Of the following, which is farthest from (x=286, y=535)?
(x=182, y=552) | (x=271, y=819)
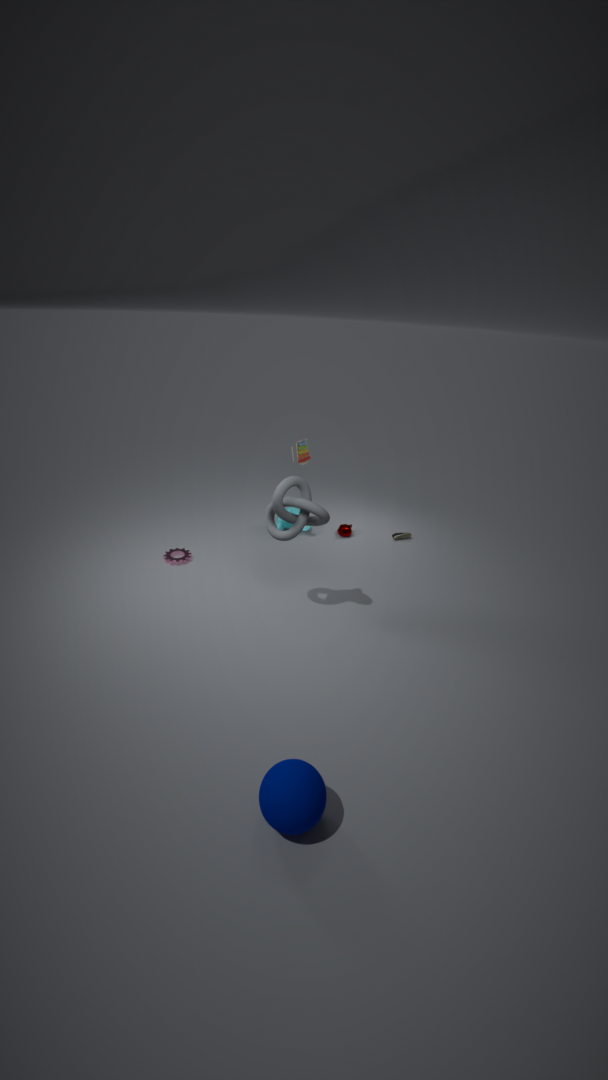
(x=271, y=819)
